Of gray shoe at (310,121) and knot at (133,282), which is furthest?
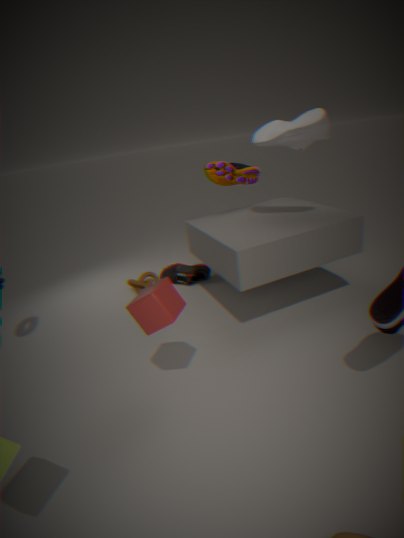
knot at (133,282)
